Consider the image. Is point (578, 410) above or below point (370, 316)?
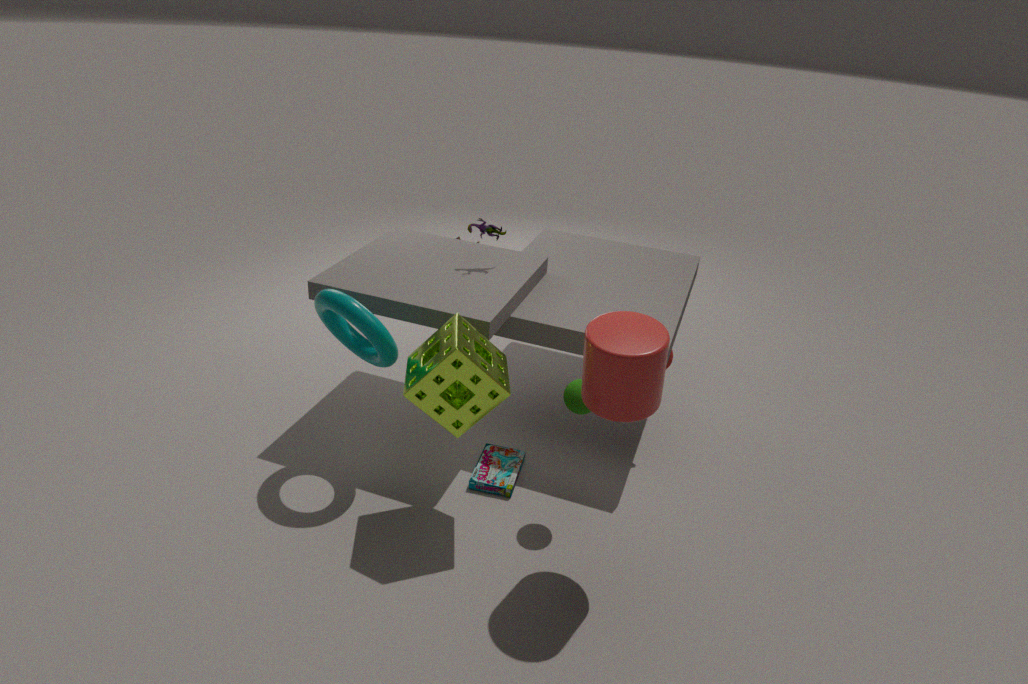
below
